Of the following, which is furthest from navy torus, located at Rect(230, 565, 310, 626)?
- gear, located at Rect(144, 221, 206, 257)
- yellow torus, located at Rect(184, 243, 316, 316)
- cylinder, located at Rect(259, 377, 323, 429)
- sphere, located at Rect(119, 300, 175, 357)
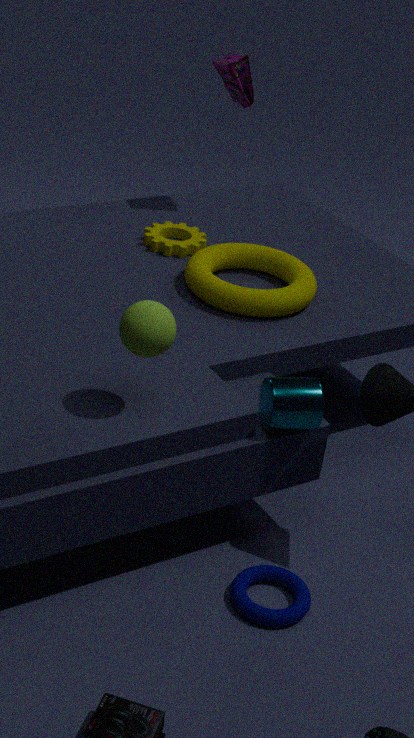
gear, located at Rect(144, 221, 206, 257)
